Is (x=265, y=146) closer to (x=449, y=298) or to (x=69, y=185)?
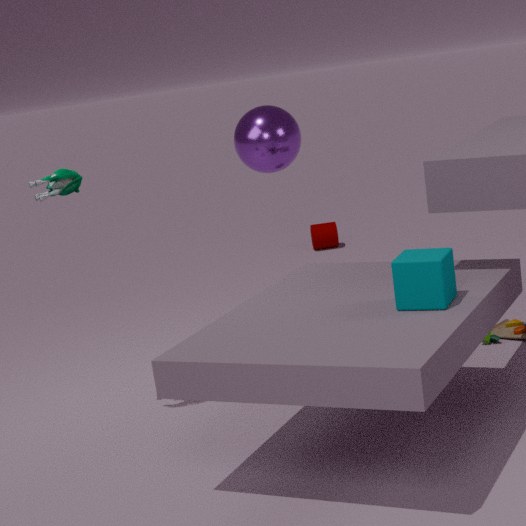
(x=69, y=185)
